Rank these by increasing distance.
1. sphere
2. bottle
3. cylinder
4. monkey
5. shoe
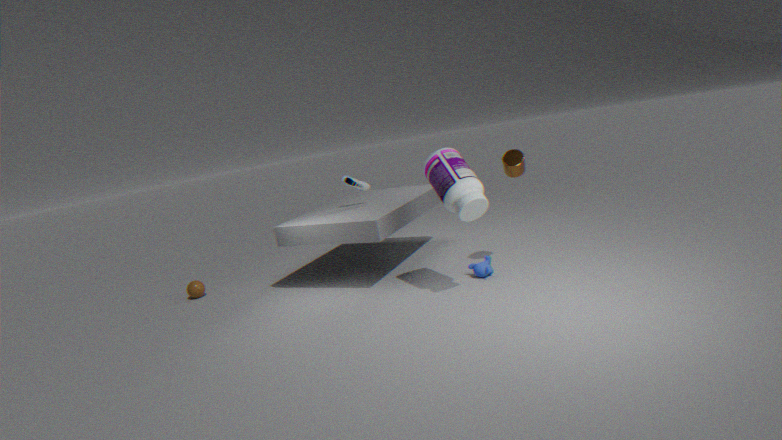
1. bottle
2. cylinder
3. monkey
4. shoe
5. sphere
